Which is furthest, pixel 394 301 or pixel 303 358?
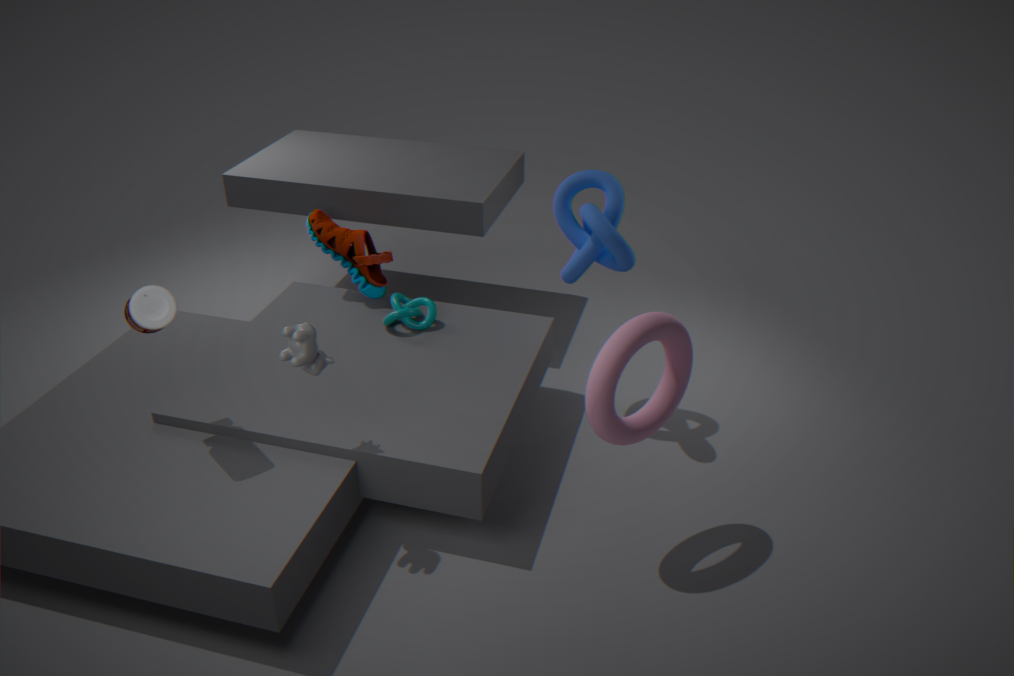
pixel 394 301
